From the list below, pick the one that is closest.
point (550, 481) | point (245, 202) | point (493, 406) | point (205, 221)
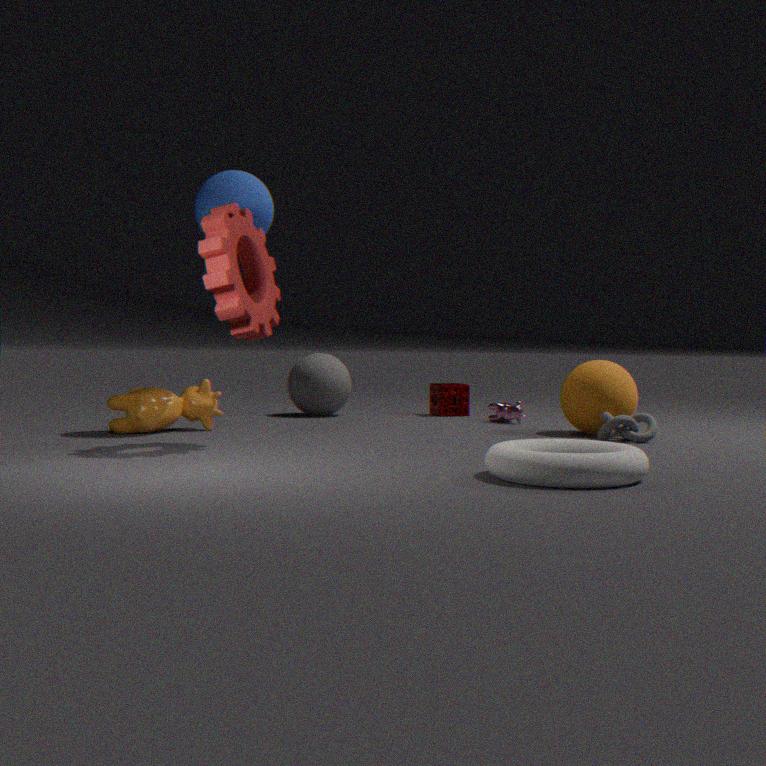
point (550, 481)
